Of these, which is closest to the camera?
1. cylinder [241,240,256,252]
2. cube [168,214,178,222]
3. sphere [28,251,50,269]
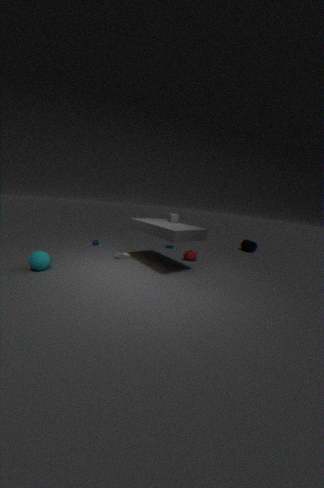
sphere [28,251,50,269]
